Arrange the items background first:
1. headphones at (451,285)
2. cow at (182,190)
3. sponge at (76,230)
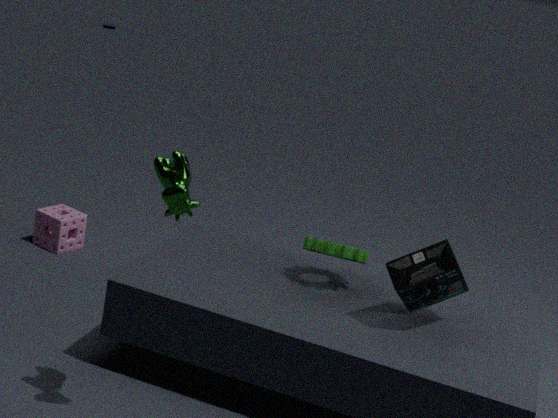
sponge at (76,230), headphones at (451,285), cow at (182,190)
